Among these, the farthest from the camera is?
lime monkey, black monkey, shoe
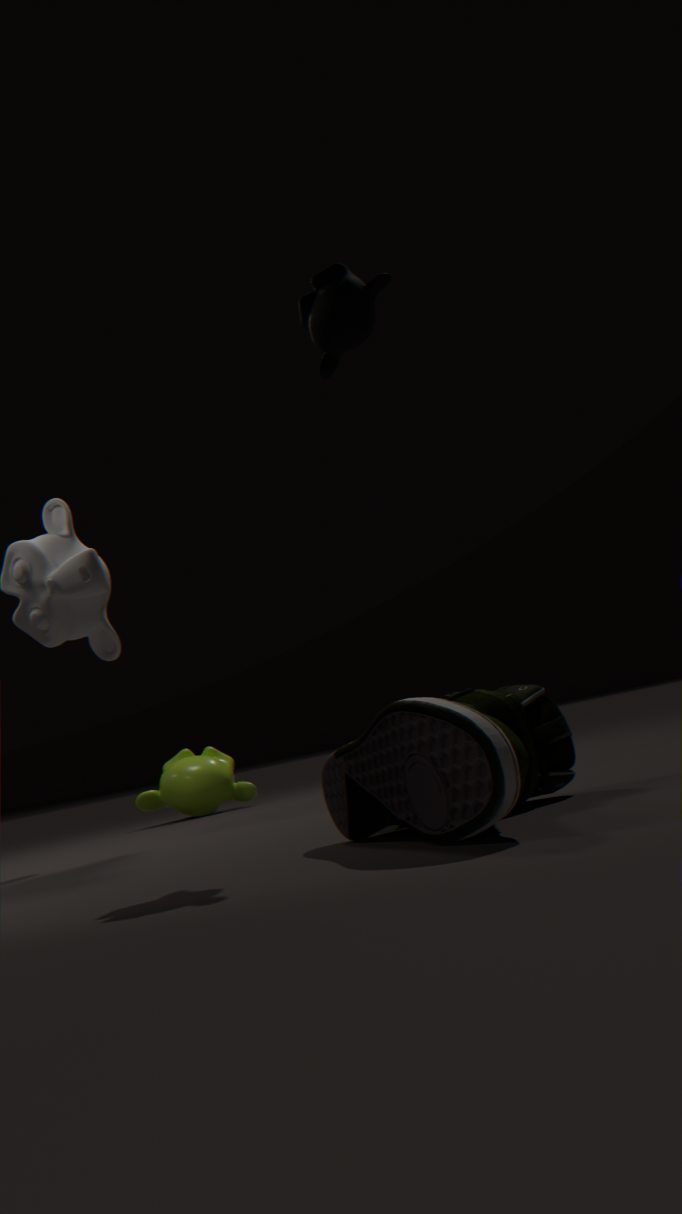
lime monkey
